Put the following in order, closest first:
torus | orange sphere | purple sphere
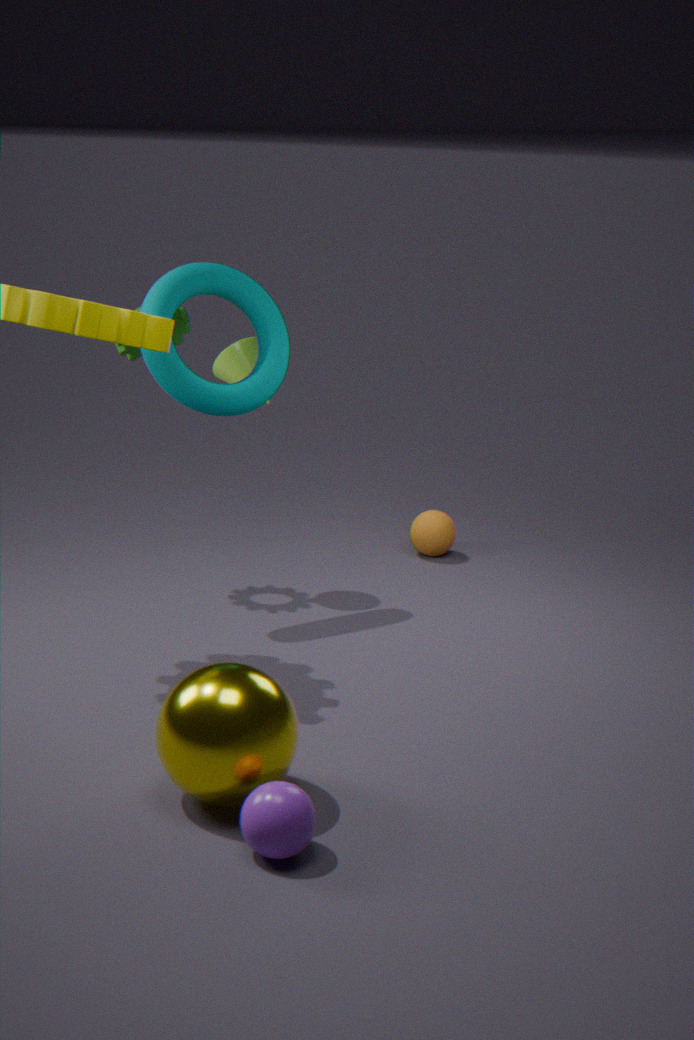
purple sphere → torus → orange sphere
